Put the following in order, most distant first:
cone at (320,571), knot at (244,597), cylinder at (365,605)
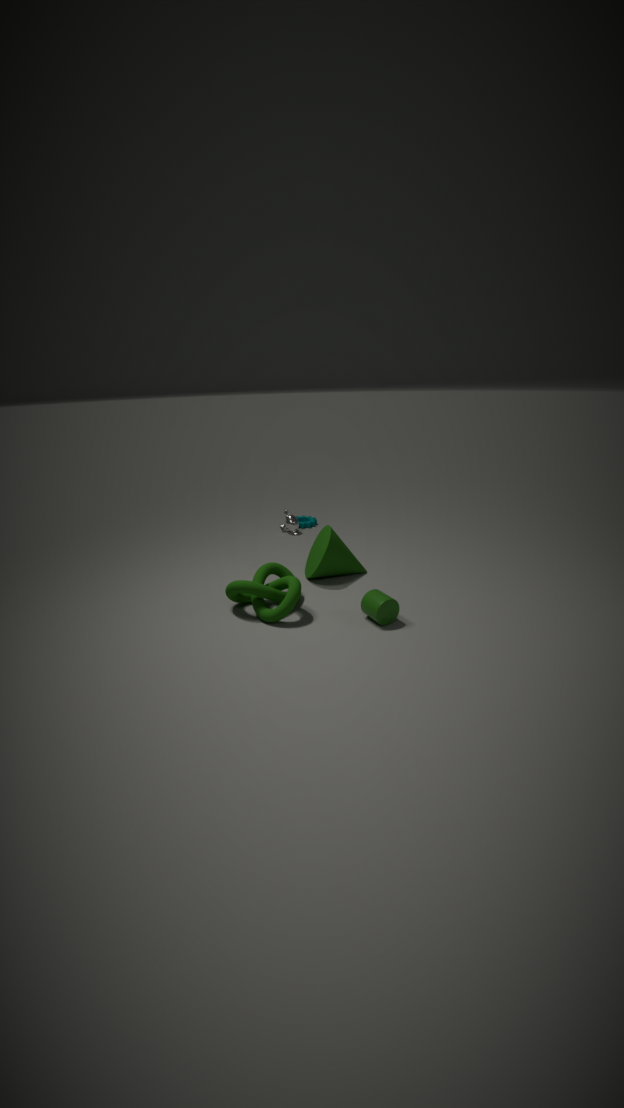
cone at (320,571) < knot at (244,597) < cylinder at (365,605)
